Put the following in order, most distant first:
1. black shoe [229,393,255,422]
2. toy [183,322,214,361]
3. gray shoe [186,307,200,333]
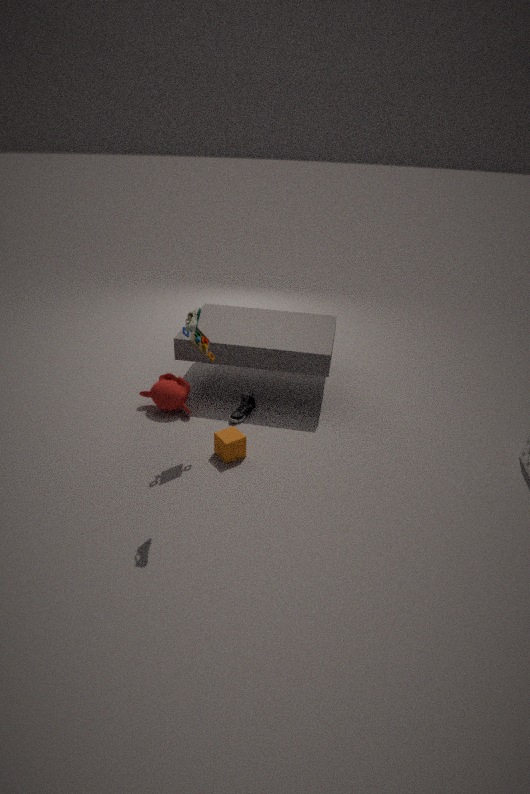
black shoe [229,393,255,422] < toy [183,322,214,361] < gray shoe [186,307,200,333]
